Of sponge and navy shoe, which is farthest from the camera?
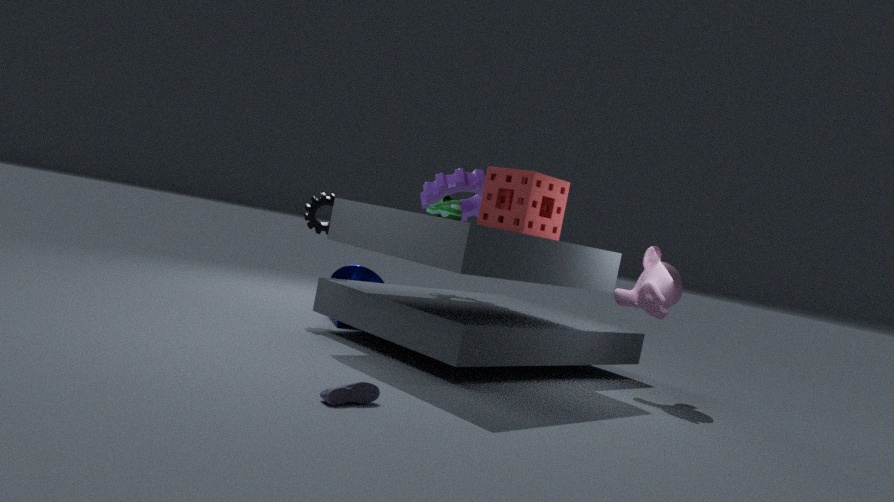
sponge
